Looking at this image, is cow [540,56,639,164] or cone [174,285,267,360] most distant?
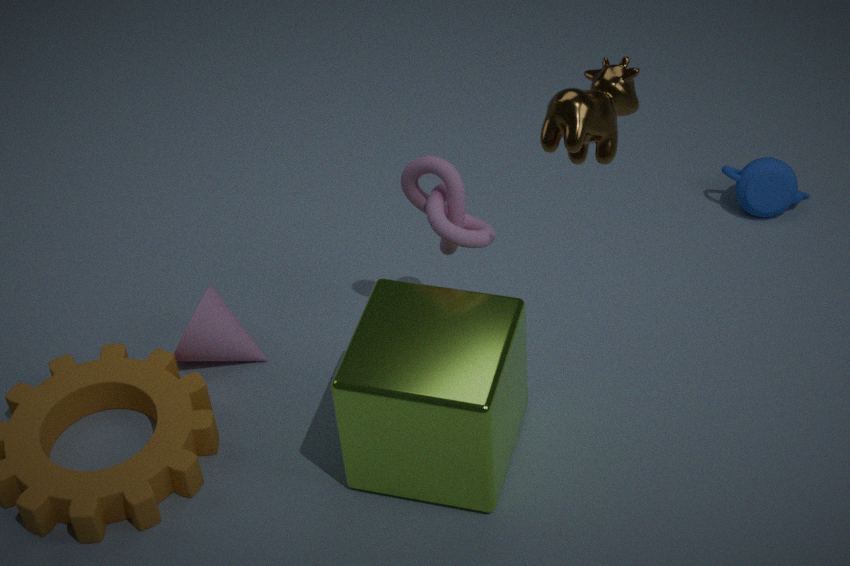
cone [174,285,267,360]
